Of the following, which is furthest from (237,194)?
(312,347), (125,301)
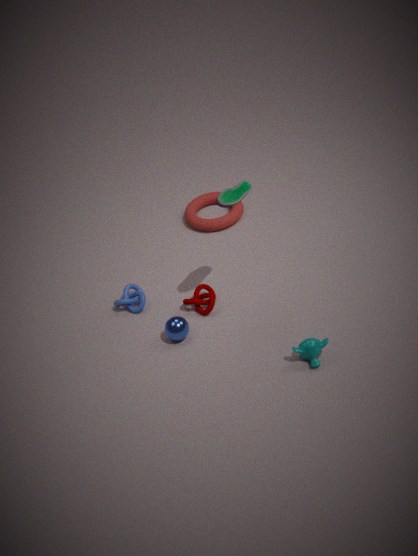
(125,301)
